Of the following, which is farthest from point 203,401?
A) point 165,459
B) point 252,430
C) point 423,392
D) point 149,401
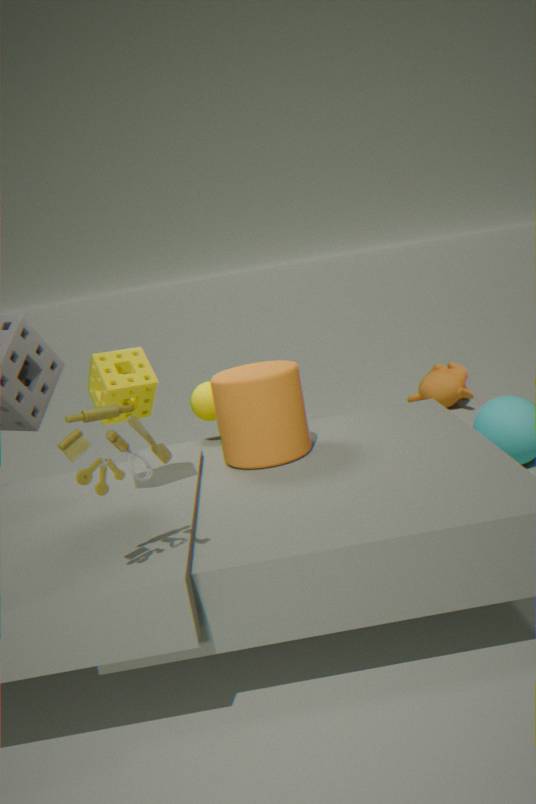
point 423,392
